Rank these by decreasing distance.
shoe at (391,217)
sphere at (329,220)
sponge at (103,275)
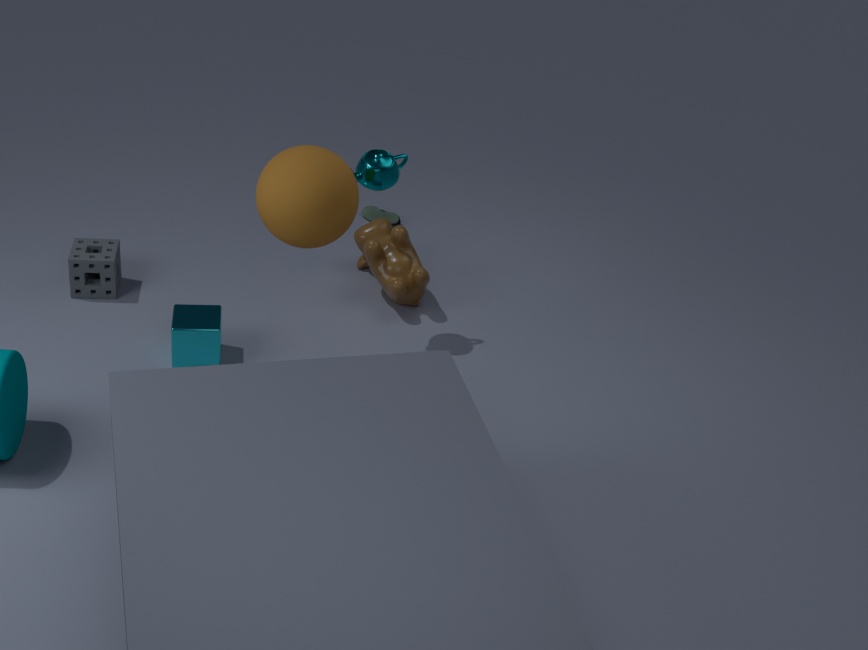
1. shoe at (391,217)
2. sponge at (103,275)
3. sphere at (329,220)
